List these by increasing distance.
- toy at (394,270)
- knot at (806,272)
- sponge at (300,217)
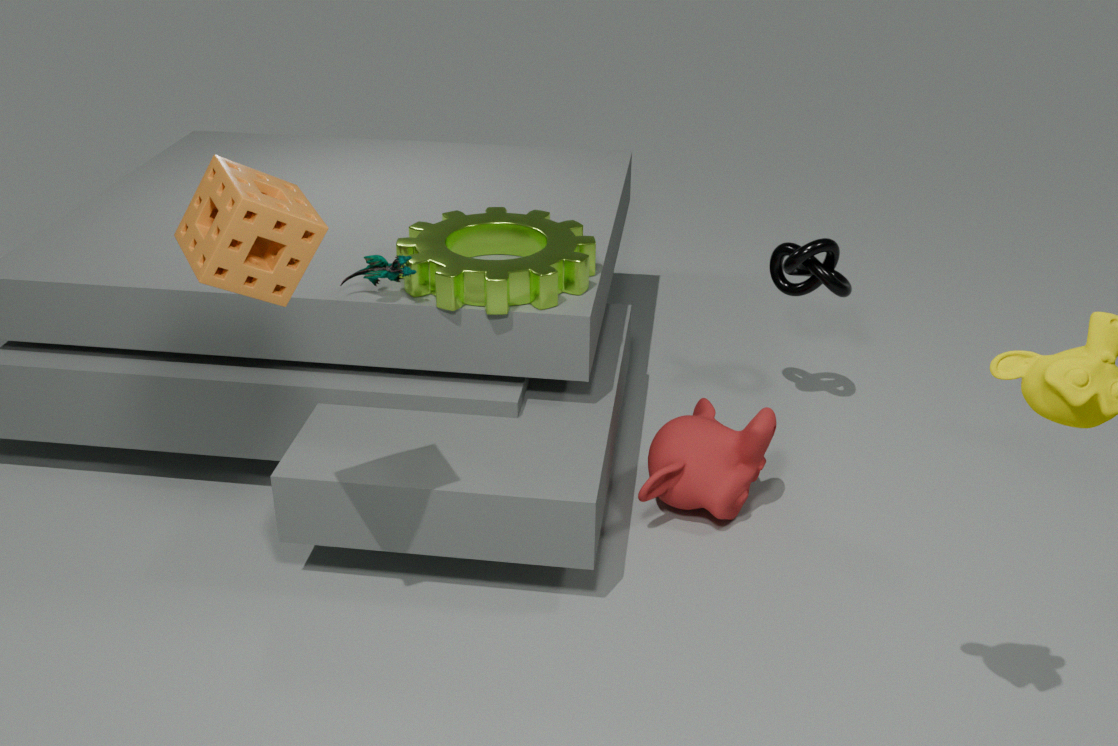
sponge at (300,217), toy at (394,270), knot at (806,272)
